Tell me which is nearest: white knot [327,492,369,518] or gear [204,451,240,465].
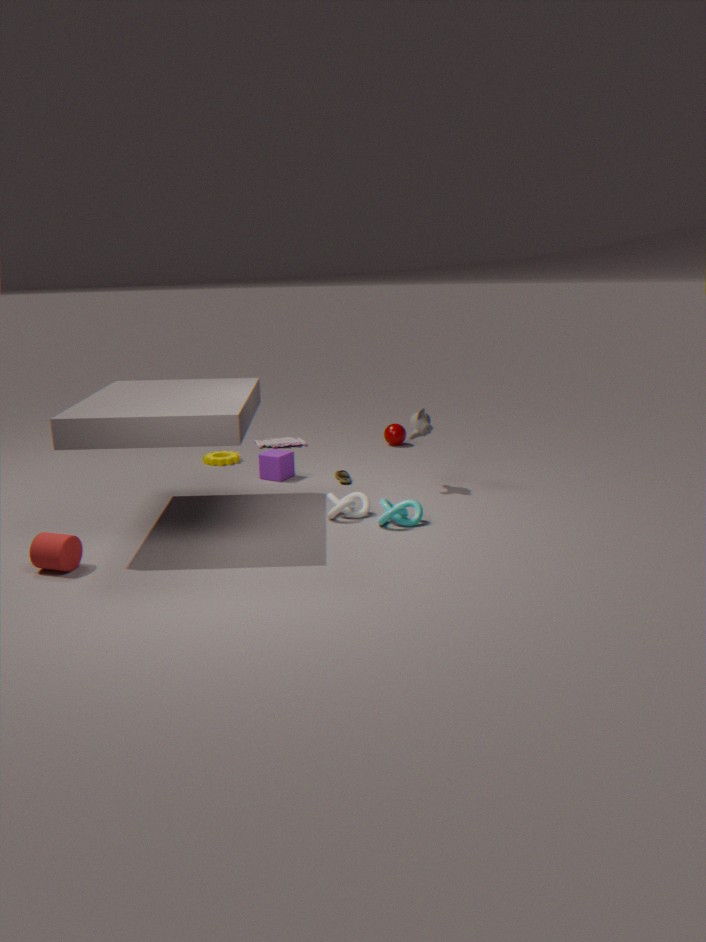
white knot [327,492,369,518]
